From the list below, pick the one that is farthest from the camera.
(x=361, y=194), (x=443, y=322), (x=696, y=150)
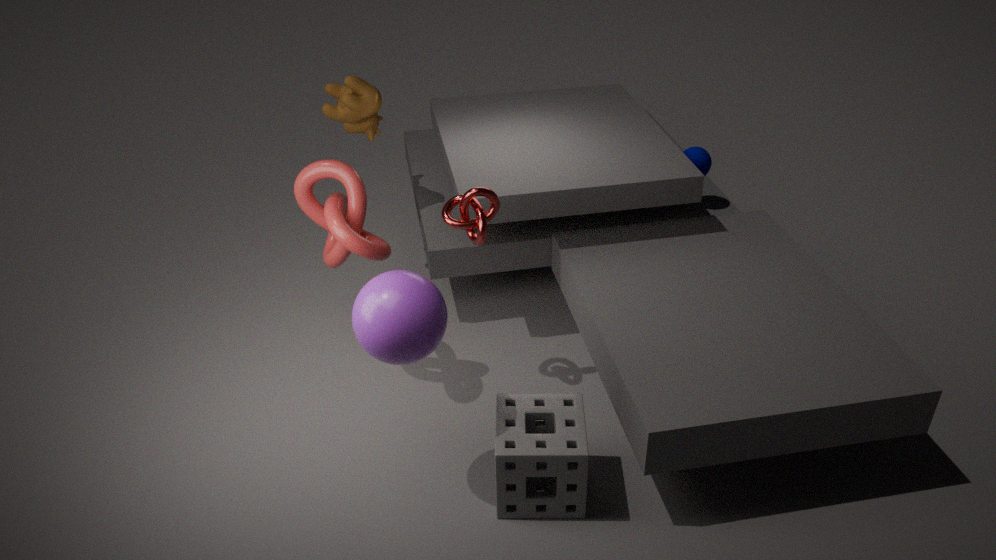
(x=696, y=150)
